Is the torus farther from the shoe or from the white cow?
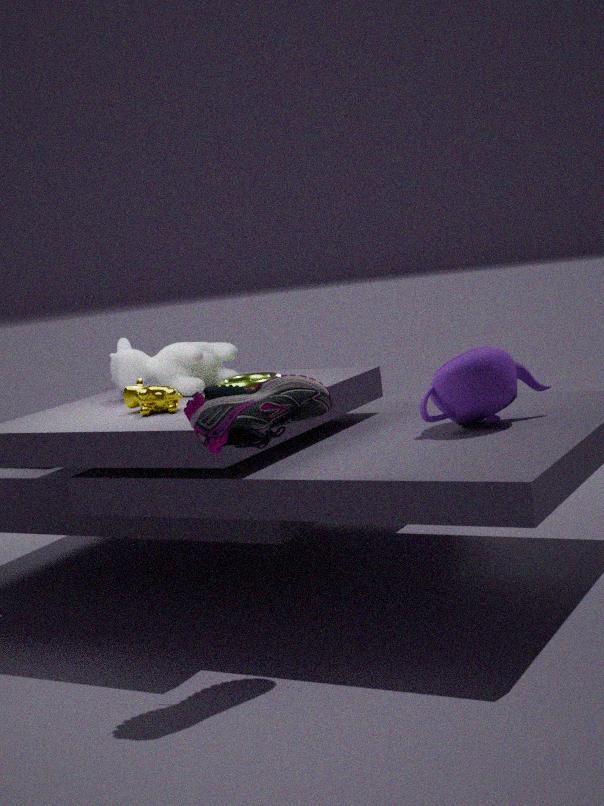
the shoe
